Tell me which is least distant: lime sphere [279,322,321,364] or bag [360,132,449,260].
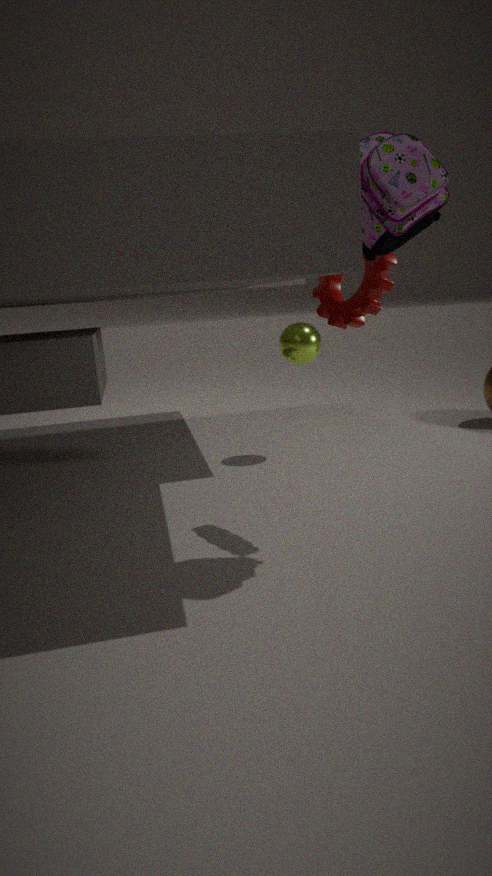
bag [360,132,449,260]
